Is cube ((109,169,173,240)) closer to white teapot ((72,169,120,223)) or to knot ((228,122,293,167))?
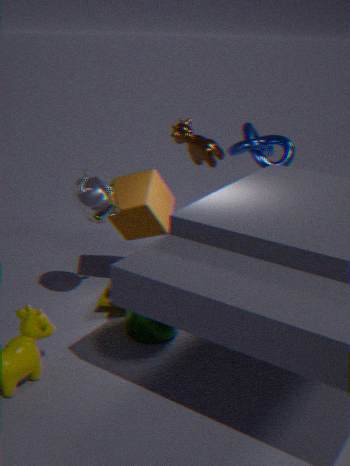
white teapot ((72,169,120,223))
